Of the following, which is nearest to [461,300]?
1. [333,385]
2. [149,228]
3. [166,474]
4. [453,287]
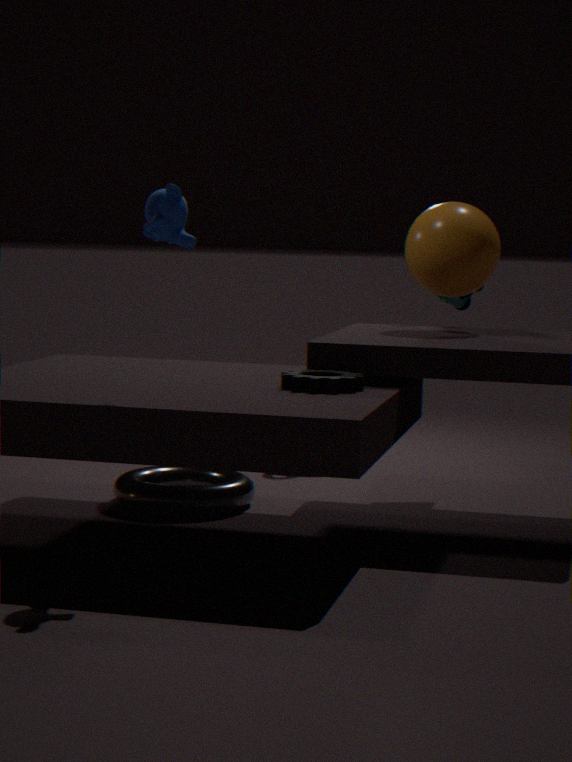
[453,287]
